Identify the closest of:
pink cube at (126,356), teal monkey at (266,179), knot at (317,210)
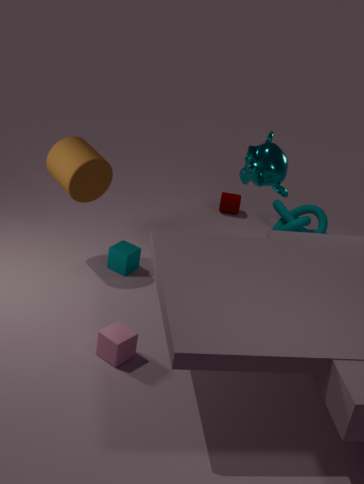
pink cube at (126,356)
